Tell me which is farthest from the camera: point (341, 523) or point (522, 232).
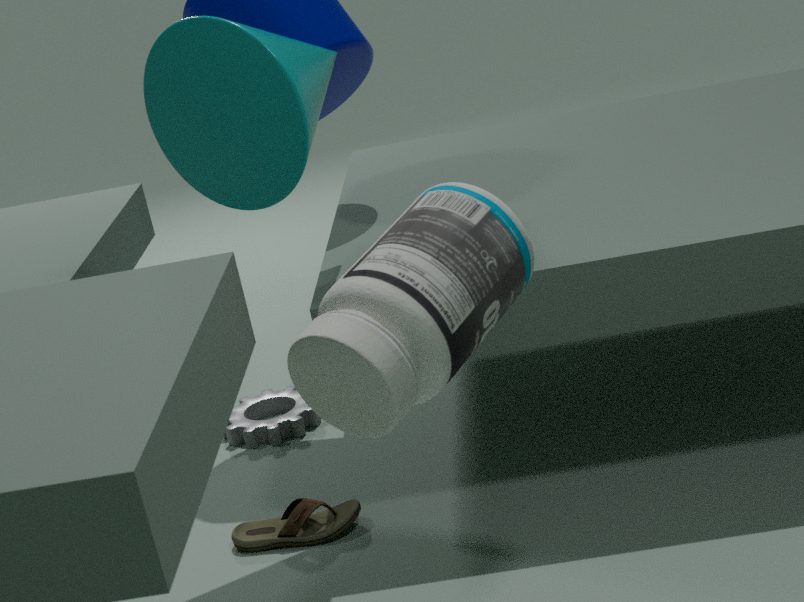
point (341, 523)
